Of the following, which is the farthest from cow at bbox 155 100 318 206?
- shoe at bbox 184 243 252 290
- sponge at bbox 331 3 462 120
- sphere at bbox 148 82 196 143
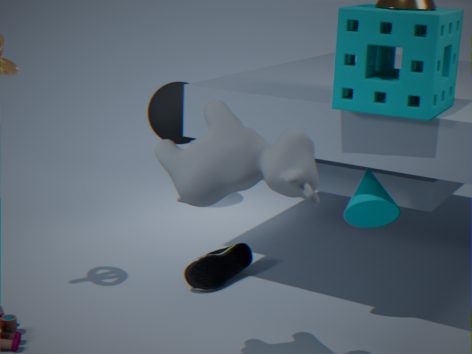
sphere at bbox 148 82 196 143
